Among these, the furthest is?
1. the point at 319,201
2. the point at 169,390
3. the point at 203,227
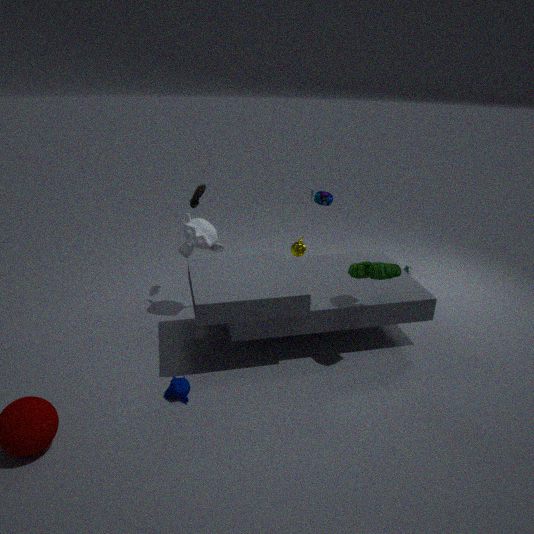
the point at 319,201
